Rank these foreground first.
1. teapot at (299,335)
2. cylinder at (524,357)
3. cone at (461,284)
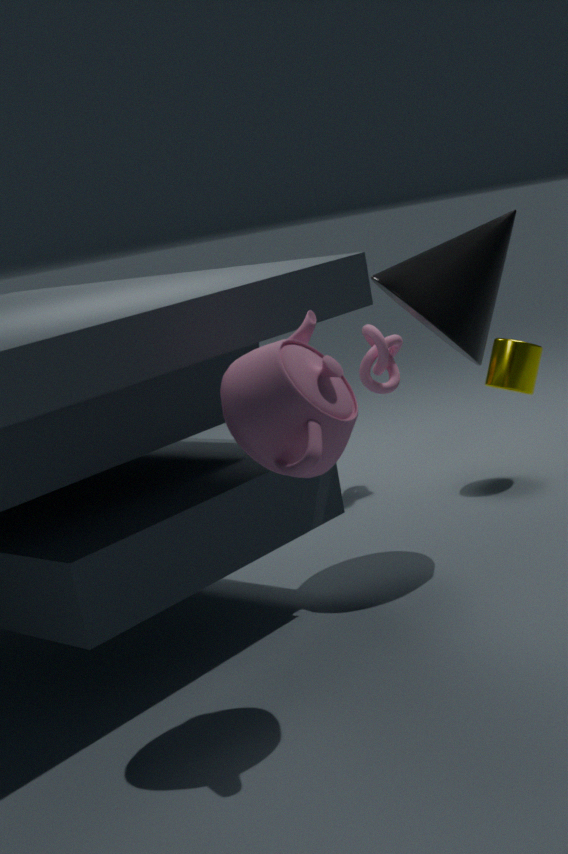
teapot at (299,335) < cone at (461,284) < cylinder at (524,357)
